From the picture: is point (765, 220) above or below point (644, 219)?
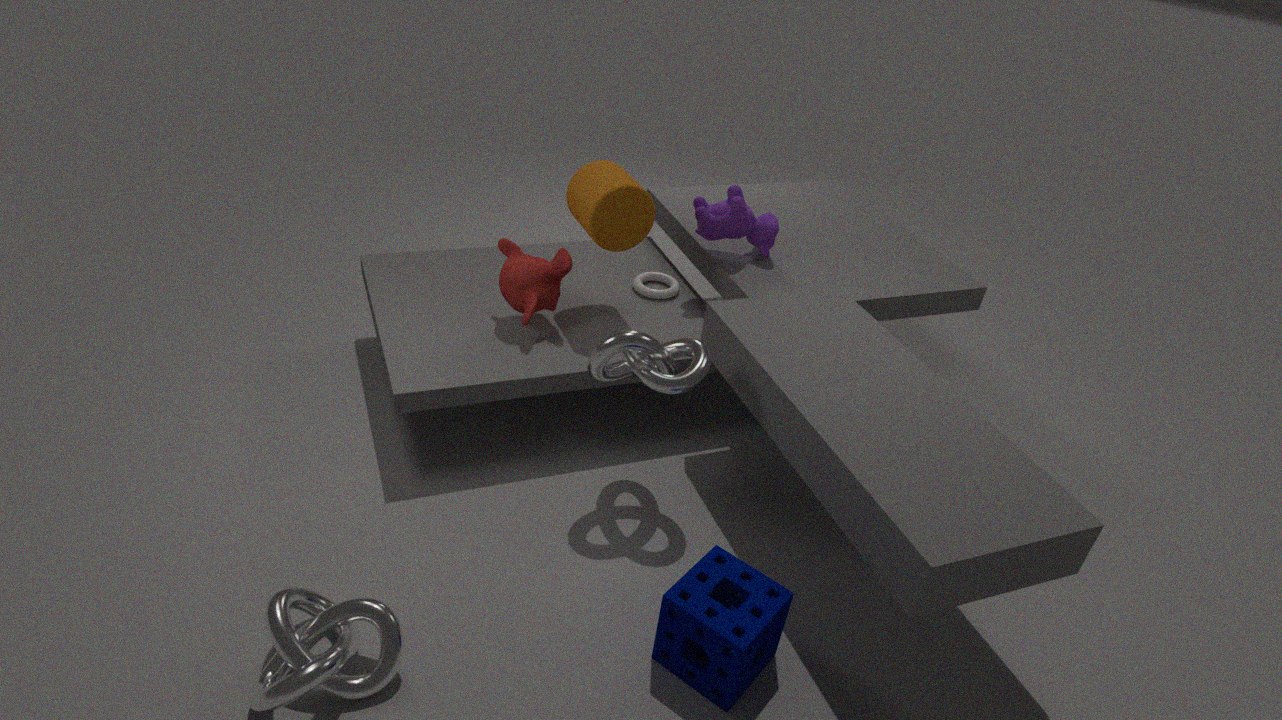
below
